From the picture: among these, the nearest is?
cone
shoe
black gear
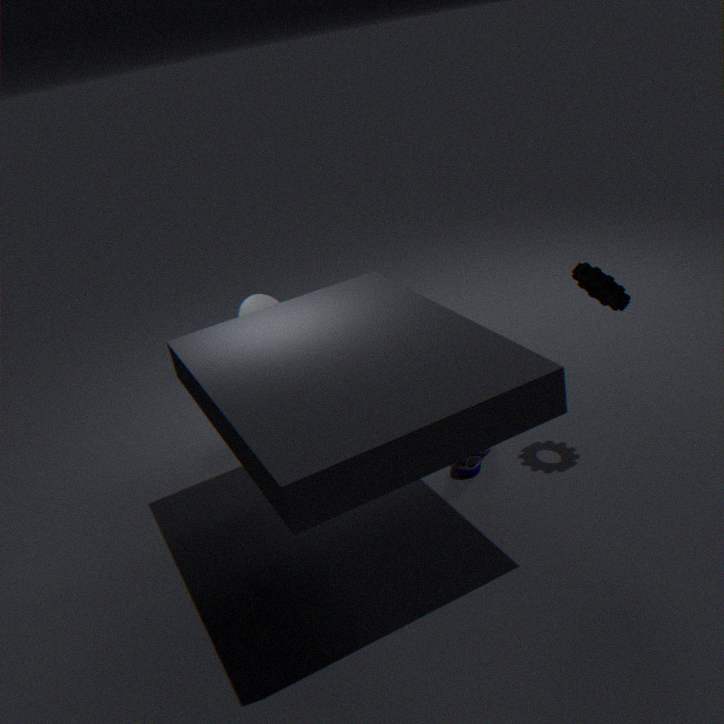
black gear
